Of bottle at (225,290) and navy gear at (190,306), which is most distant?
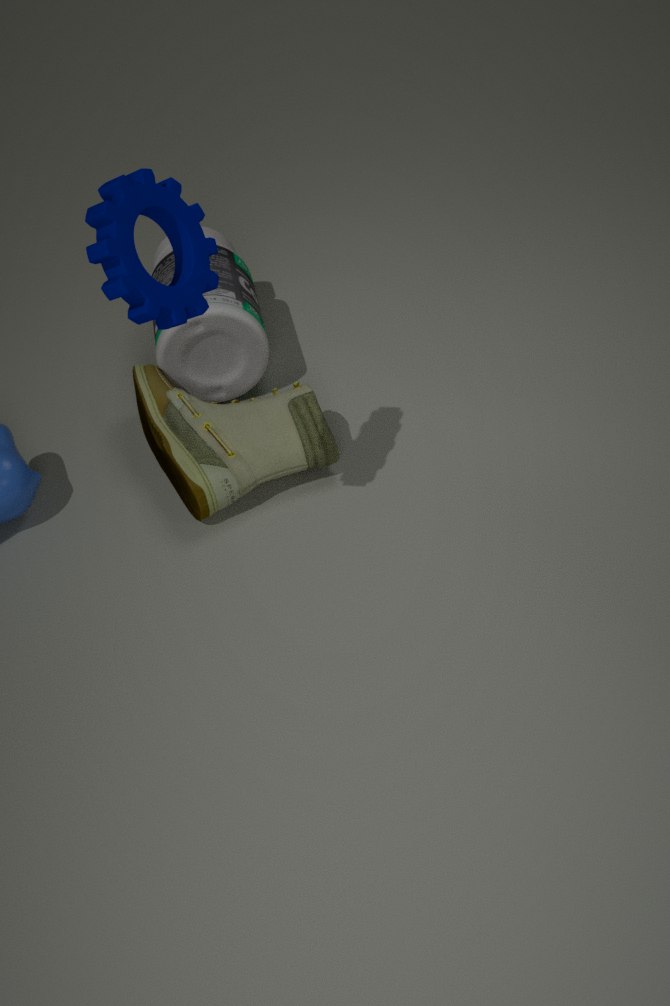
bottle at (225,290)
